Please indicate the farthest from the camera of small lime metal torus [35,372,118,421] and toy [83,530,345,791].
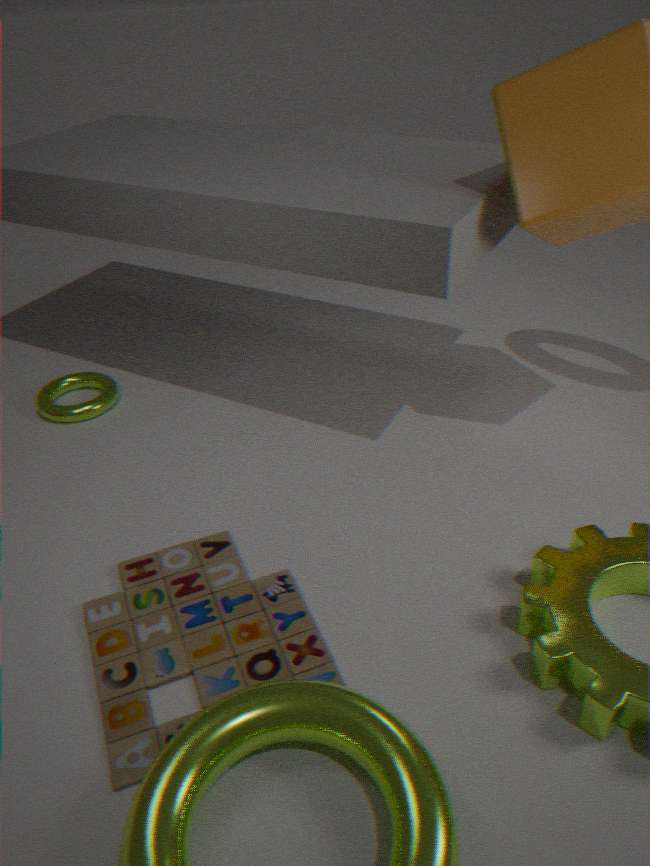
small lime metal torus [35,372,118,421]
